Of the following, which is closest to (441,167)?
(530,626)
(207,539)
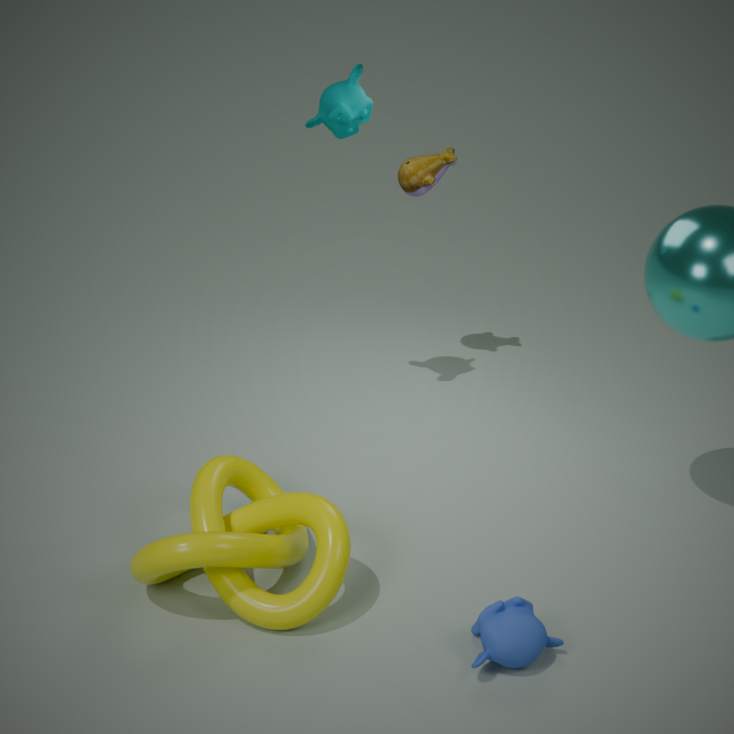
(207,539)
